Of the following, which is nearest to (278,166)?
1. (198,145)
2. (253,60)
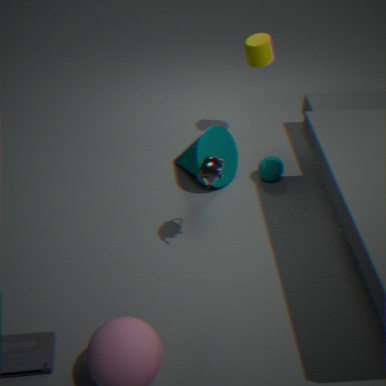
(198,145)
